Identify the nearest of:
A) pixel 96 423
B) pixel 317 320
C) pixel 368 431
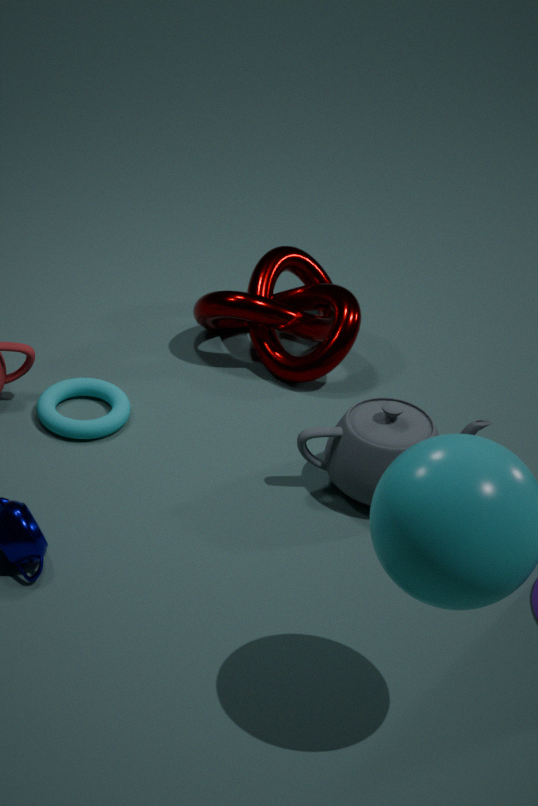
pixel 368 431
